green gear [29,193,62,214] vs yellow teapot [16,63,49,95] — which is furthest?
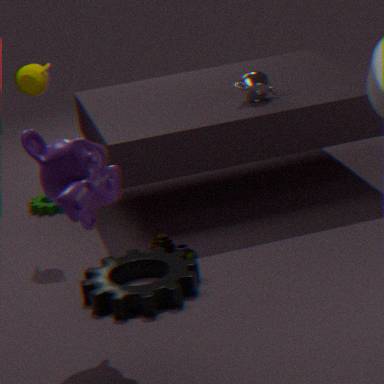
green gear [29,193,62,214]
